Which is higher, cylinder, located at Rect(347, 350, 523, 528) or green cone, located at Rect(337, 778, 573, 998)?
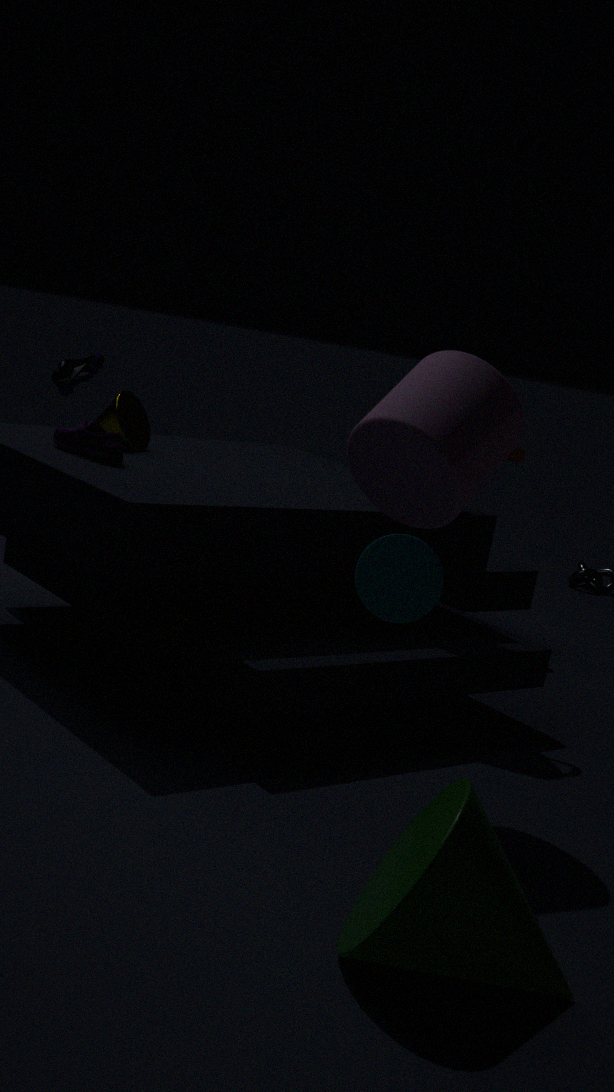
cylinder, located at Rect(347, 350, 523, 528)
